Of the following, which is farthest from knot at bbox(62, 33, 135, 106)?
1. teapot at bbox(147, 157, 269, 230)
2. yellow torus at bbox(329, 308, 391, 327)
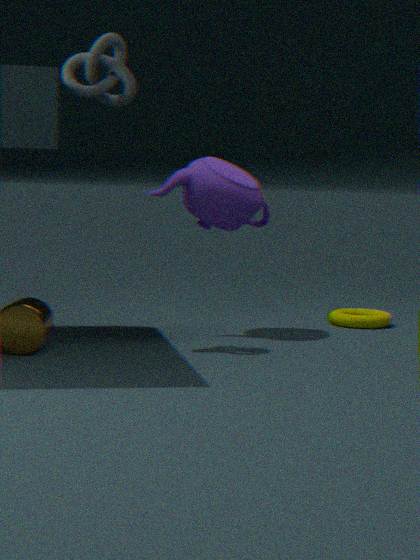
yellow torus at bbox(329, 308, 391, 327)
